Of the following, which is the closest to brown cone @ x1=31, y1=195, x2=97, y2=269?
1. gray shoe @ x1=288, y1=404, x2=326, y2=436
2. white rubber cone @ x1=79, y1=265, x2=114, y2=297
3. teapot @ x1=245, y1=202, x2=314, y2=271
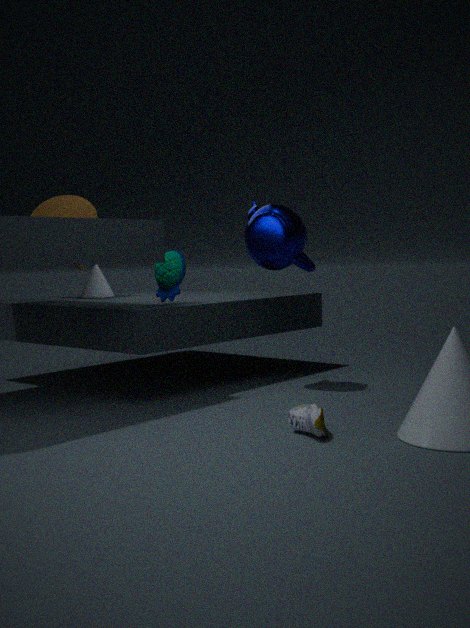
white rubber cone @ x1=79, y1=265, x2=114, y2=297
